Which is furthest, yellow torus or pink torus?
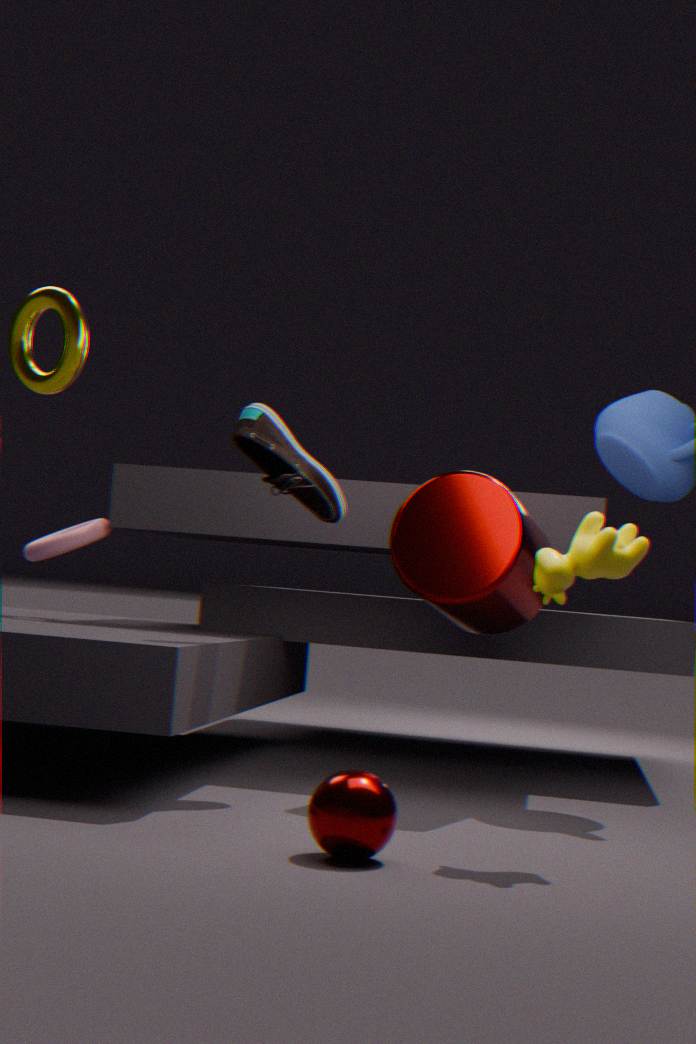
pink torus
